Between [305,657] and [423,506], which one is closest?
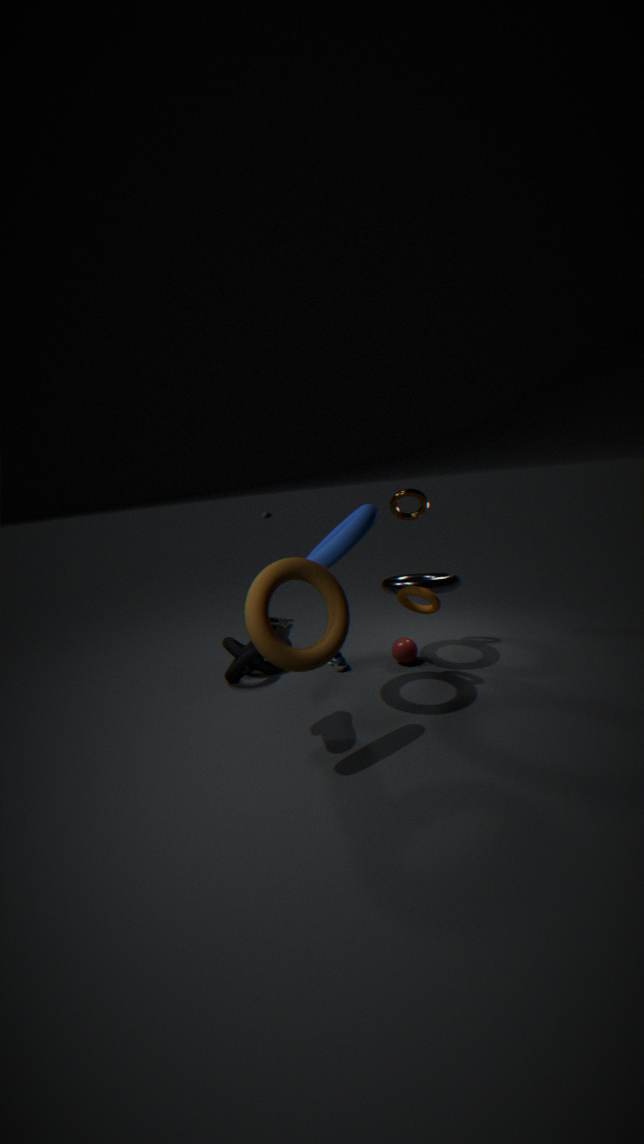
[305,657]
